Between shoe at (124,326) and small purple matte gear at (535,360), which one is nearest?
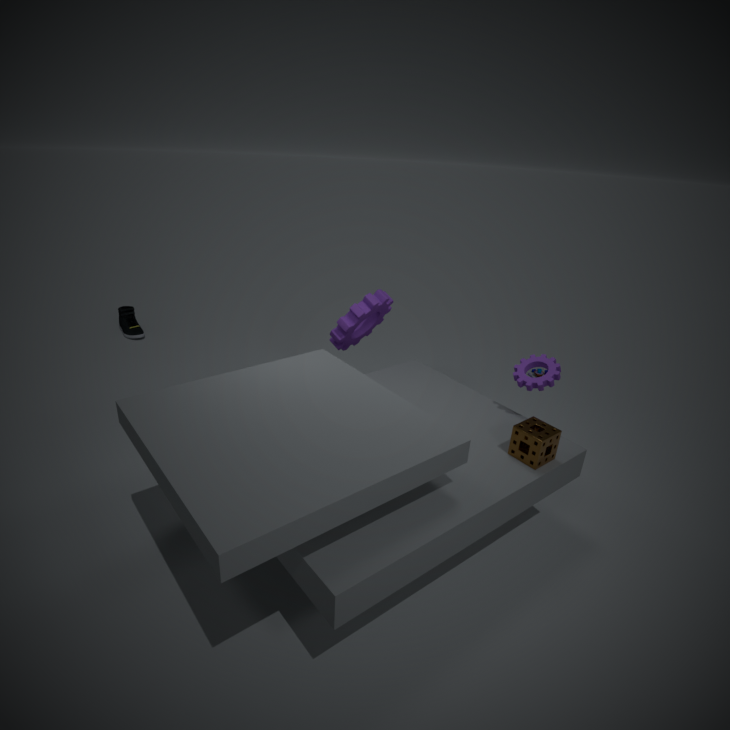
small purple matte gear at (535,360)
